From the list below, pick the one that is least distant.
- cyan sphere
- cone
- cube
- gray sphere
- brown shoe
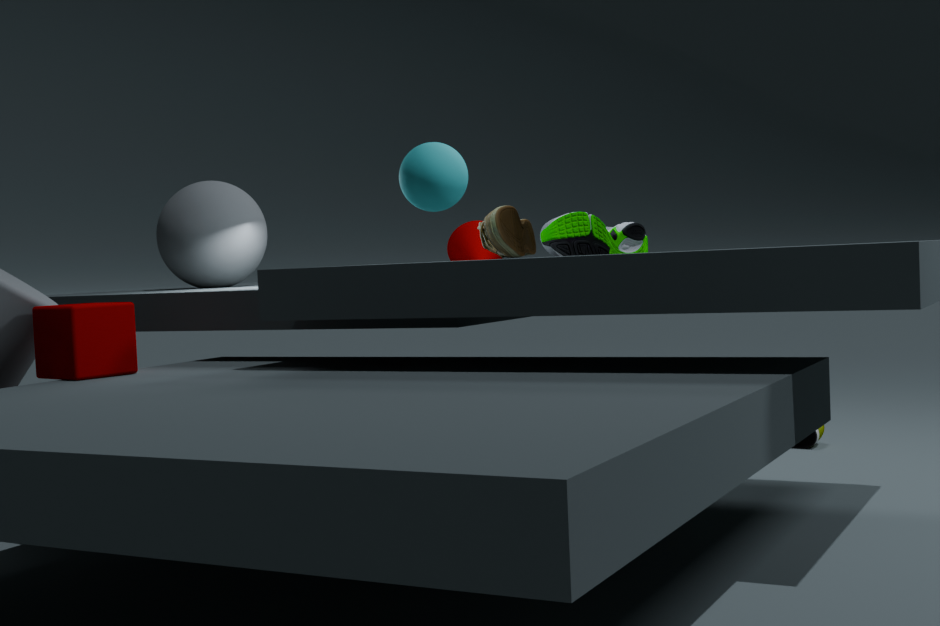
cube
